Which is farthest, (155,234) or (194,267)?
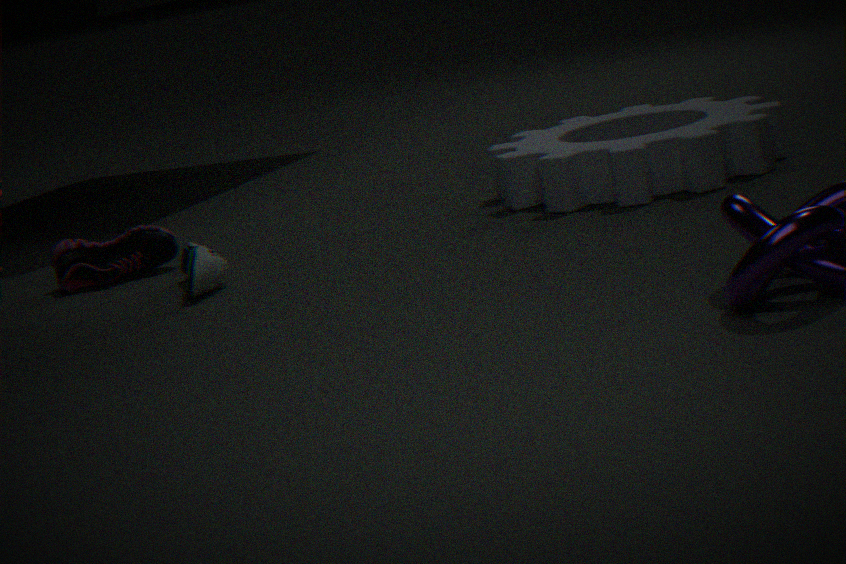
(155,234)
